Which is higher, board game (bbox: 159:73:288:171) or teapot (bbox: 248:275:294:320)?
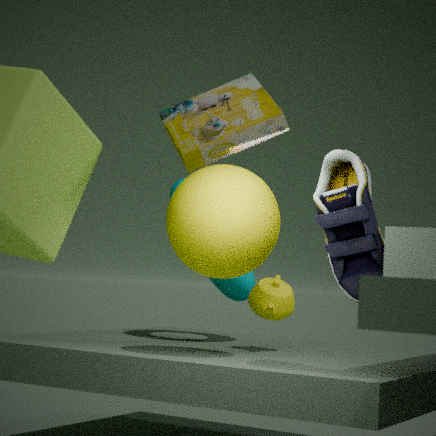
board game (bbox: 159:73:288:171)
